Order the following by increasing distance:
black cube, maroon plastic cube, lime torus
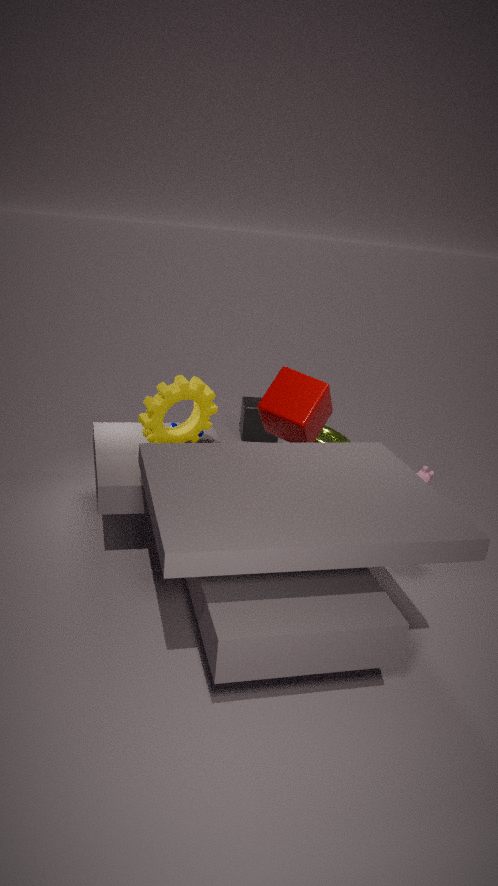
maroon plastic cube
lime torus
black cube
